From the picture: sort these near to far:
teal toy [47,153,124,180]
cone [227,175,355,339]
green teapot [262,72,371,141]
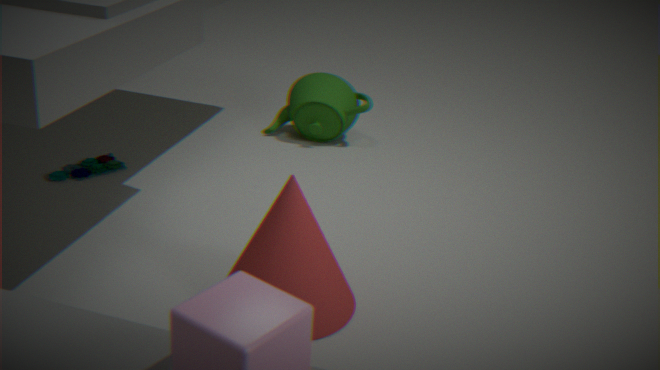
cone [227,175,355,339], teal toy [47,153,124,180], green teapot [262,72,371,141]
